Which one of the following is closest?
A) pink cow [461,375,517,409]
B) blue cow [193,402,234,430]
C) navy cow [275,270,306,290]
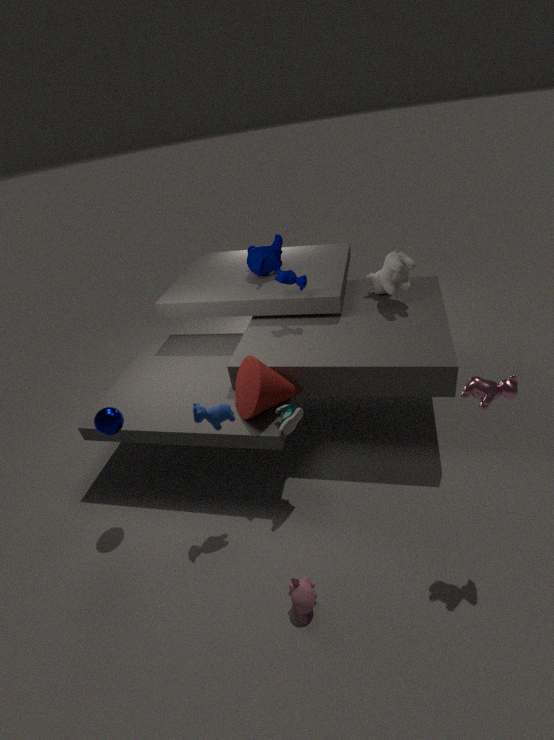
pink cow [461,375,517,409]
